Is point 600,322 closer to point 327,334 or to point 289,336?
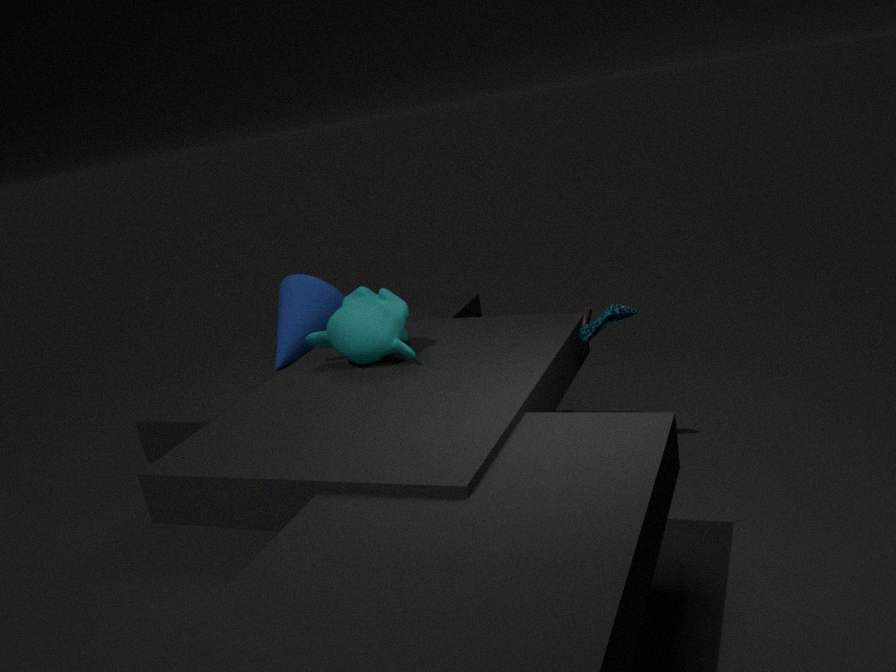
point 327,334
